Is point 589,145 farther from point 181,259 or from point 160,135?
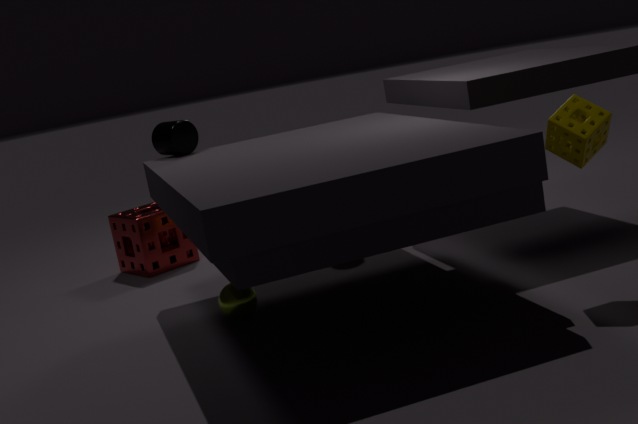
point 181,259
